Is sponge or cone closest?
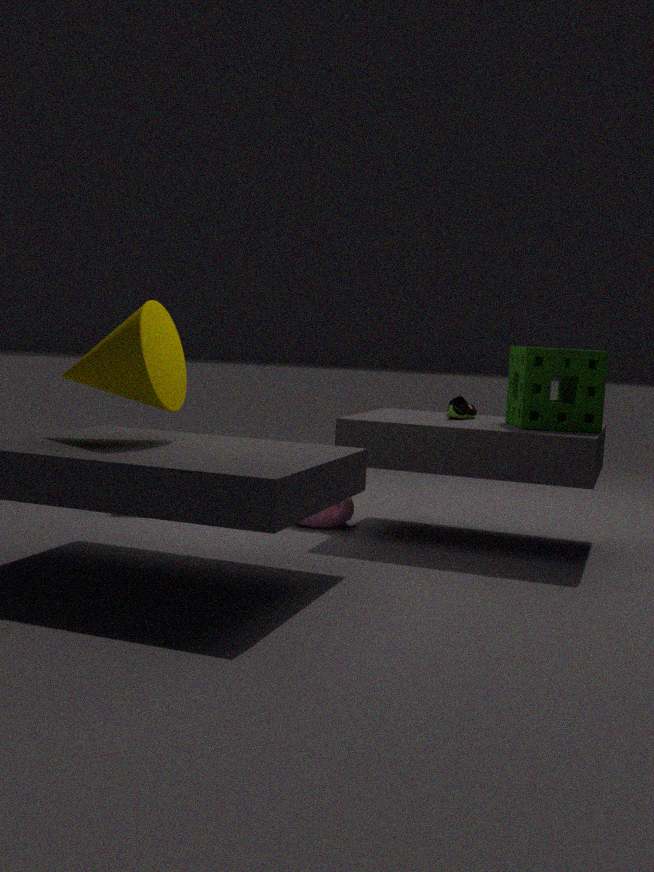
cone
